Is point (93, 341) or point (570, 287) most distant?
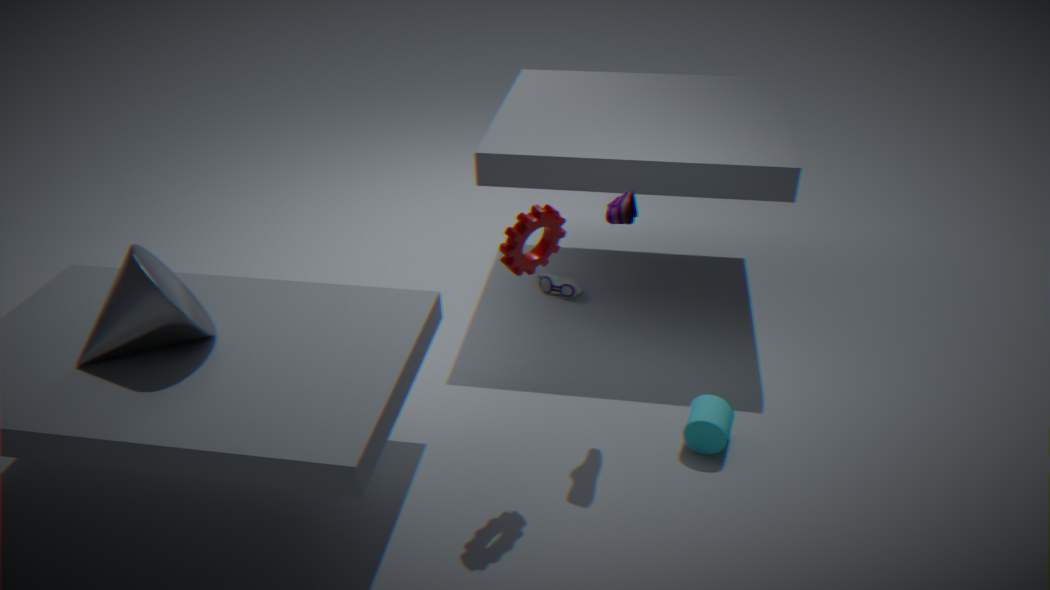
point (570, 287)
